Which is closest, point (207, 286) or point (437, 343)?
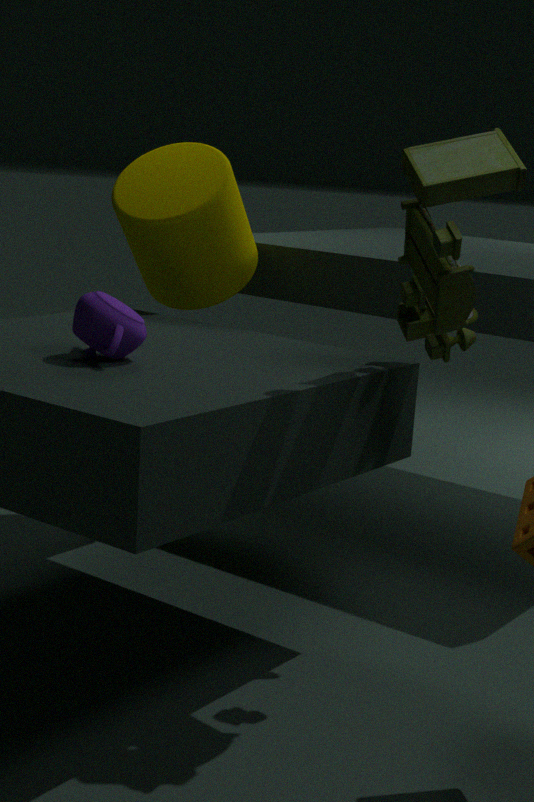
point (437, 343)
